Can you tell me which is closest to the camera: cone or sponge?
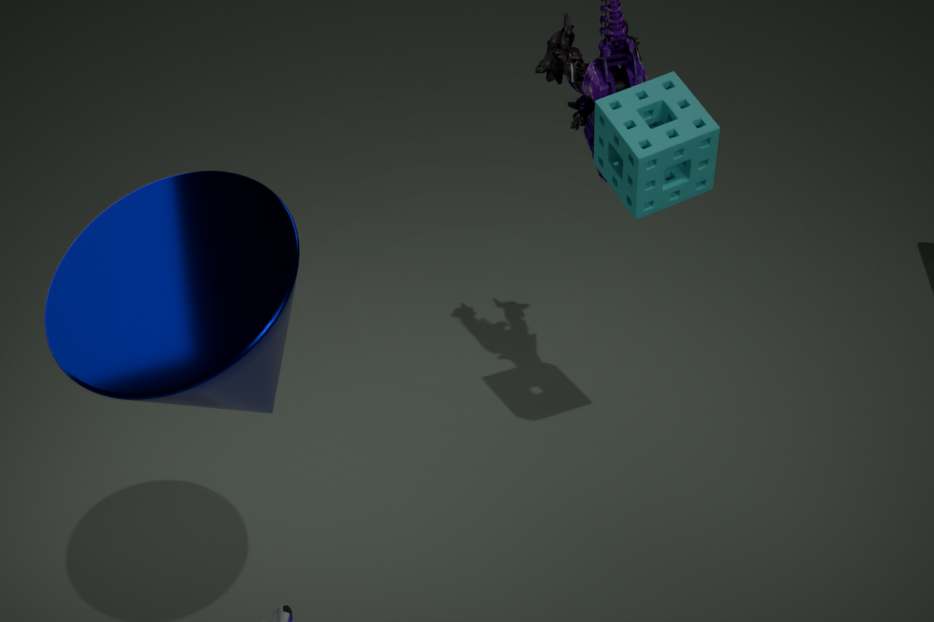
cone
